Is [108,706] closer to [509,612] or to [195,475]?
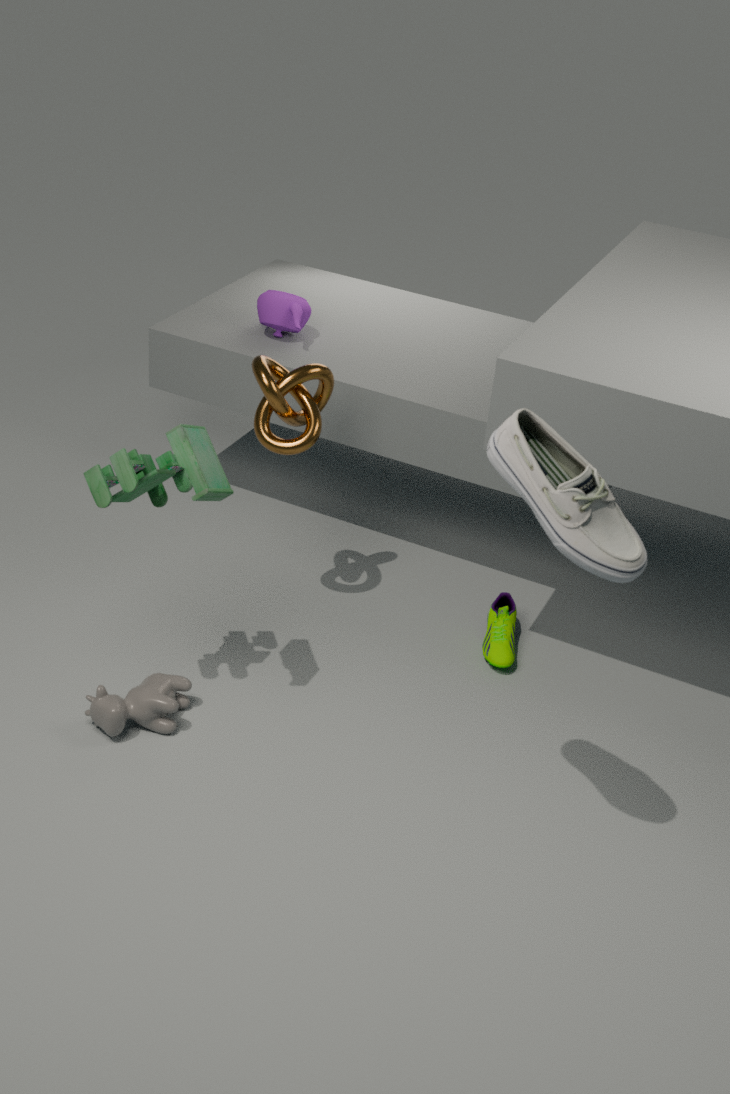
[195,475]
